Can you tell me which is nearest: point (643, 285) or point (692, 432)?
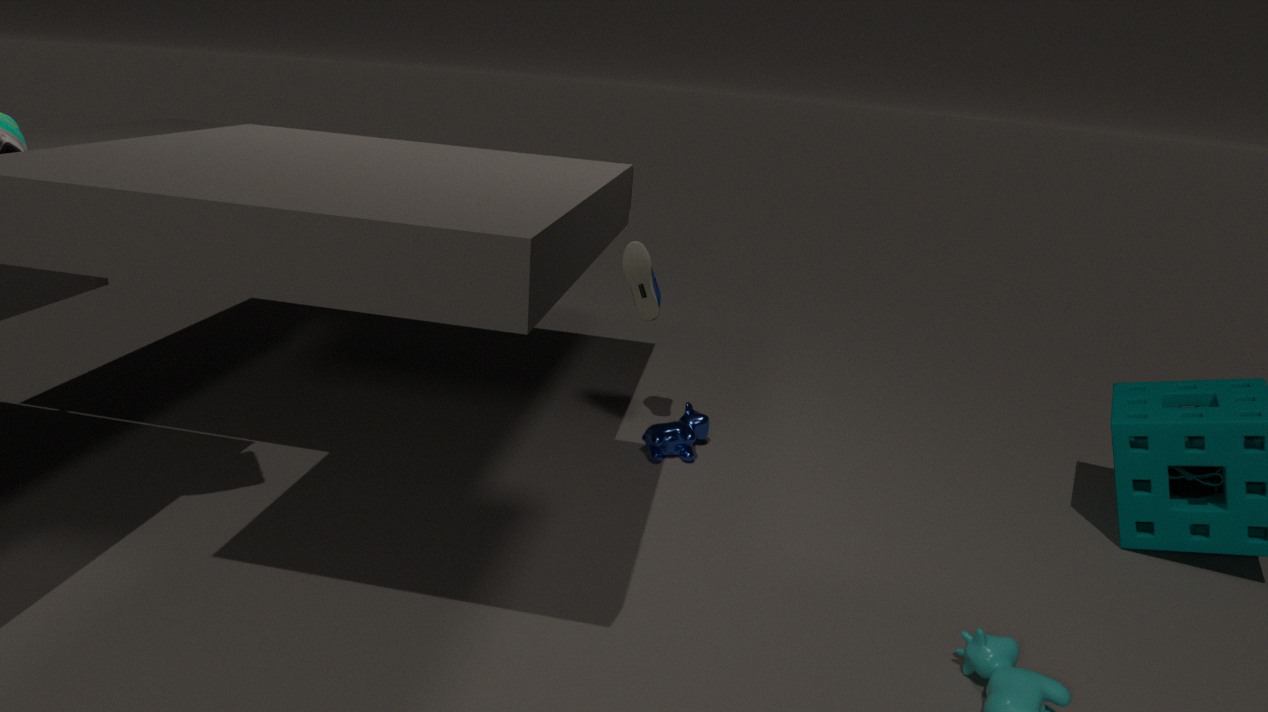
point (643, 285)
